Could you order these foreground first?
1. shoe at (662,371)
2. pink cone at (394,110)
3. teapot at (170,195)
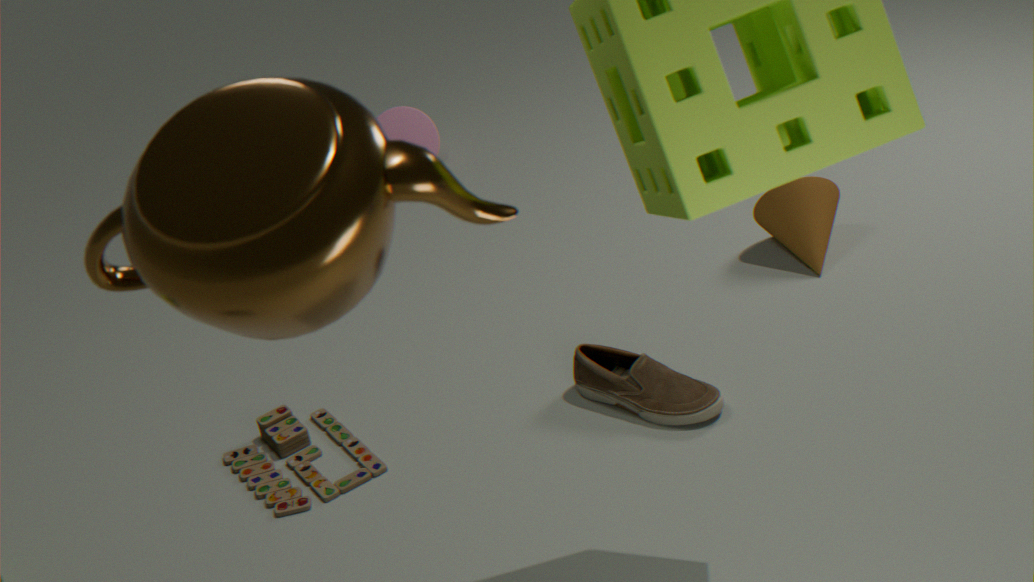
teapot at (170,195), shoe at (662,371), pink cone at (394,110)
